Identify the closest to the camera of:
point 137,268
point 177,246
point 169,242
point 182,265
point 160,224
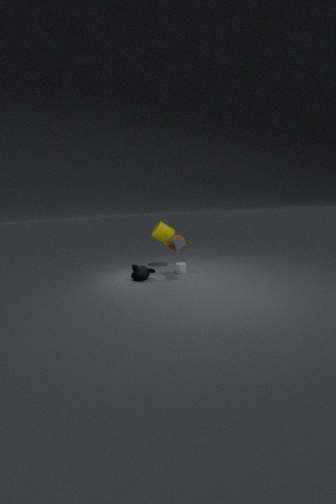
point 177,246
